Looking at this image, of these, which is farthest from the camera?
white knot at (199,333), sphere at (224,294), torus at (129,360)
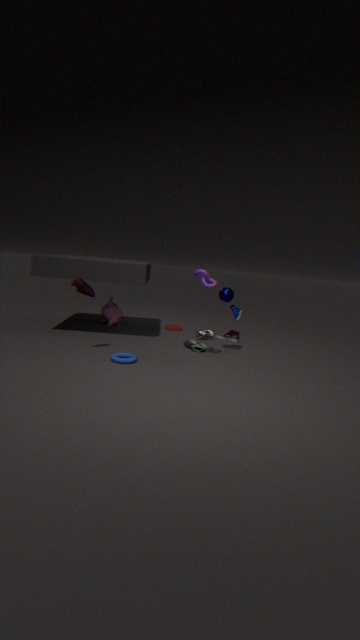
white knot at (199,333)
